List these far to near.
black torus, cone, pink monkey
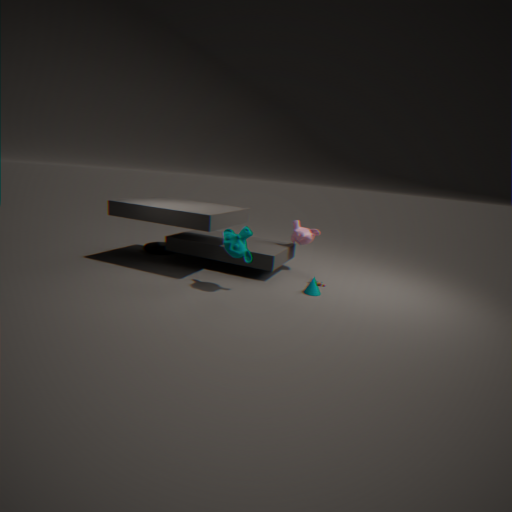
black torus → pink monkey → cone
